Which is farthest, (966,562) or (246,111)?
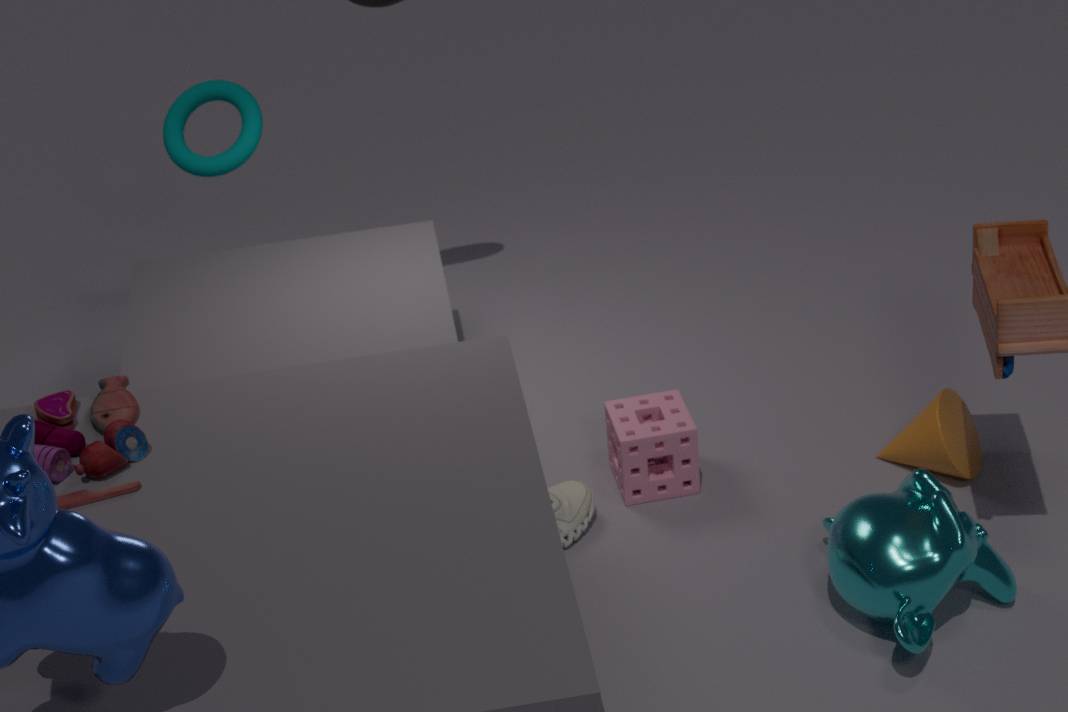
(246,111)
